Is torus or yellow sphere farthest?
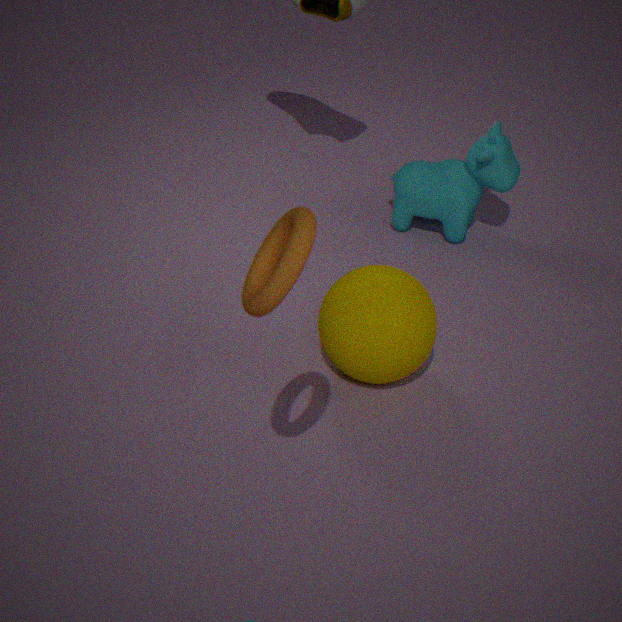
yellow sphere
